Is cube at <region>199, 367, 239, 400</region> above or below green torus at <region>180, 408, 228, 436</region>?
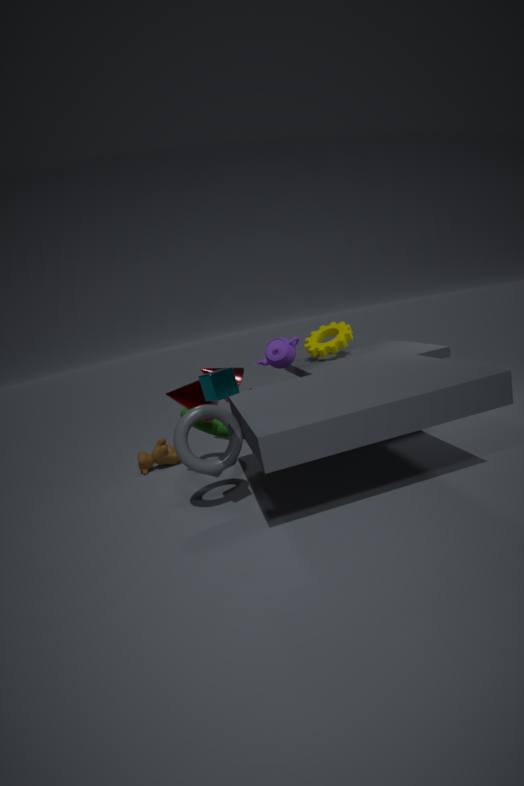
above
